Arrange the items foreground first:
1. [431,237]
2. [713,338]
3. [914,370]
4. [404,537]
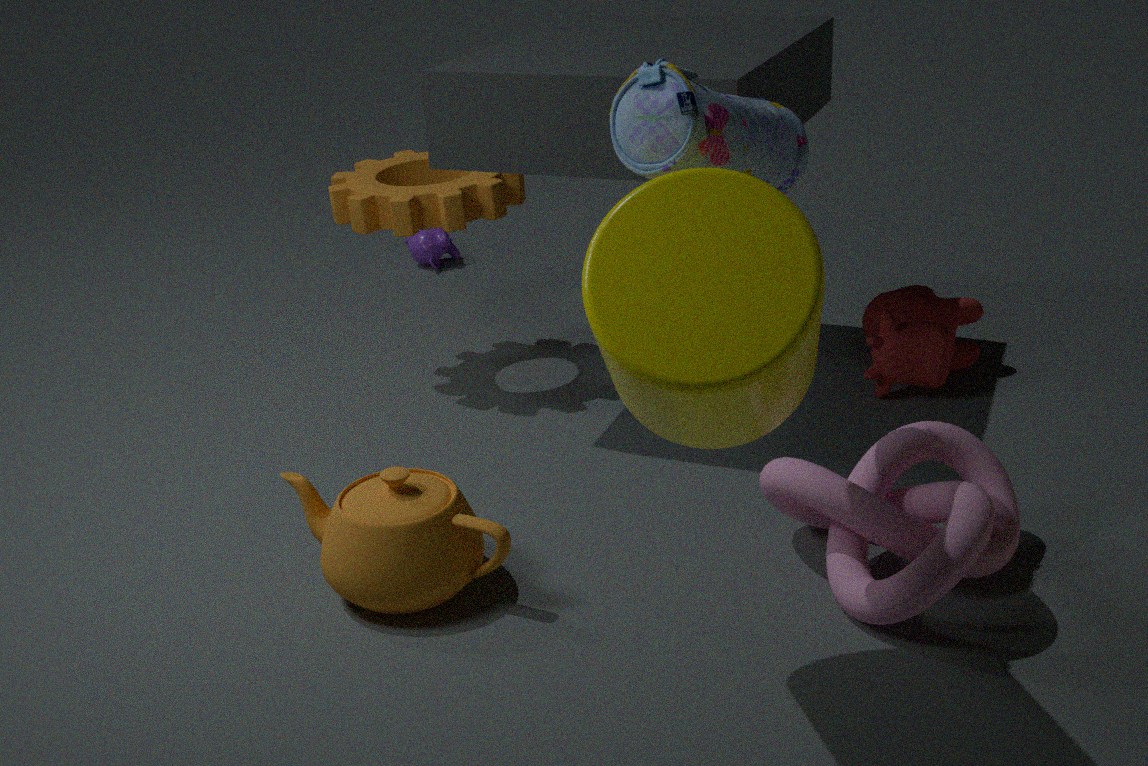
[713,338] < [404,537] < [914,370] < [431,237]
